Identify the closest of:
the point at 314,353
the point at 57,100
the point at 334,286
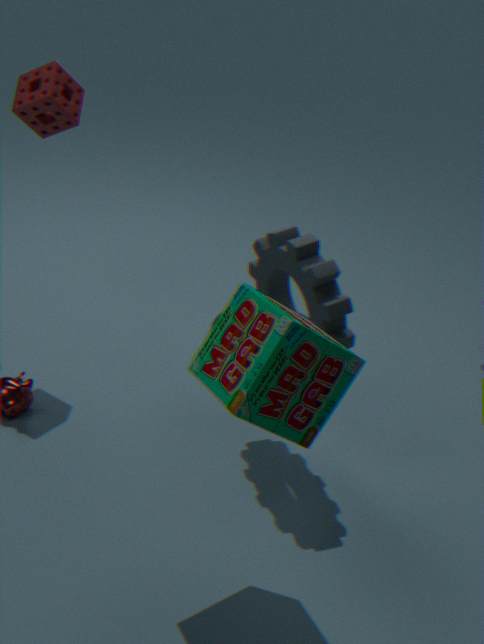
the point at 314,353
